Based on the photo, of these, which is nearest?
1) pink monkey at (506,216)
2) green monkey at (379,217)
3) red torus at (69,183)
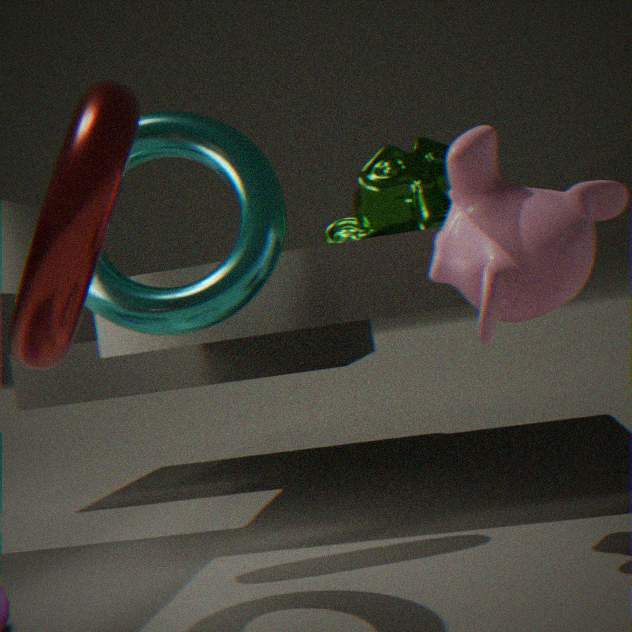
3. red torus at (69,183)
